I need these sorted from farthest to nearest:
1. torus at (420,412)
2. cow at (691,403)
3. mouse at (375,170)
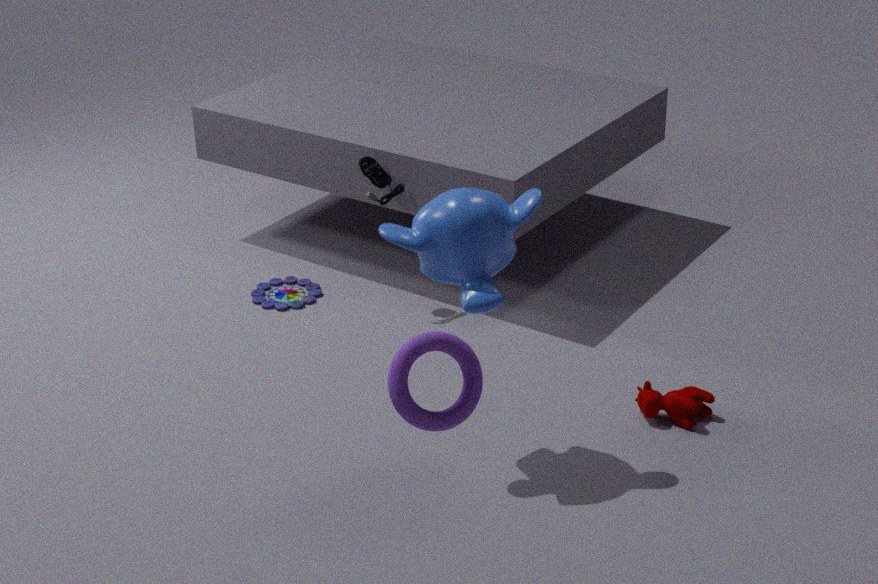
mouse at (375,170), cow at (691,403), torus at (420,412)
